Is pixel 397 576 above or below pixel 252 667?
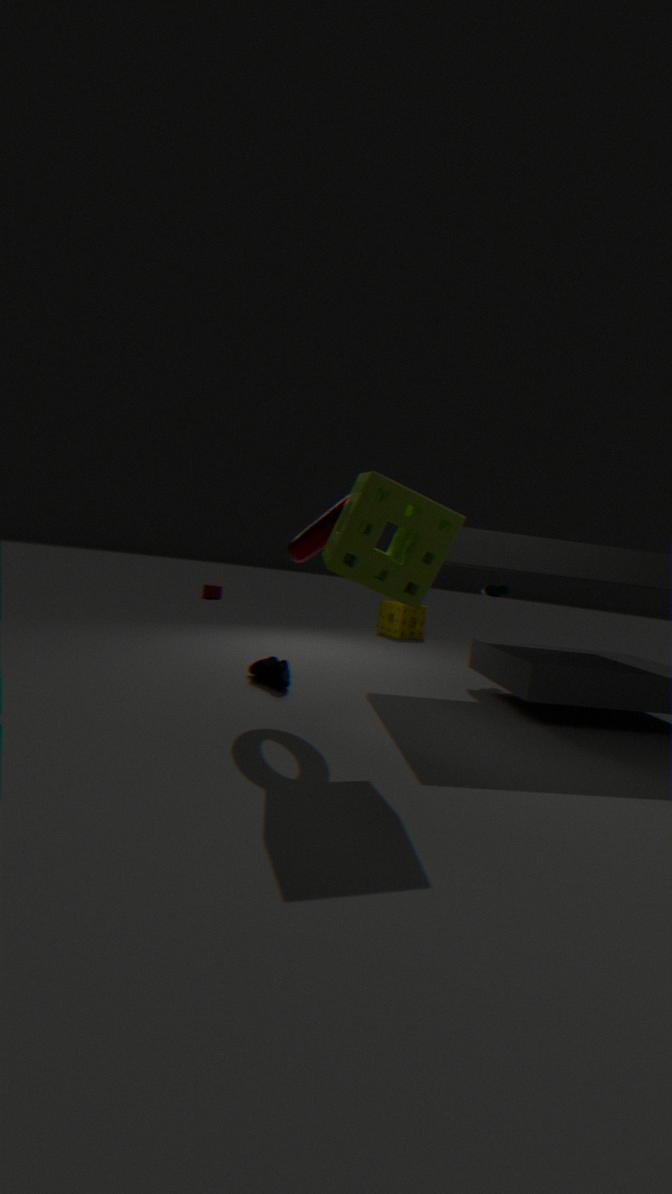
above
